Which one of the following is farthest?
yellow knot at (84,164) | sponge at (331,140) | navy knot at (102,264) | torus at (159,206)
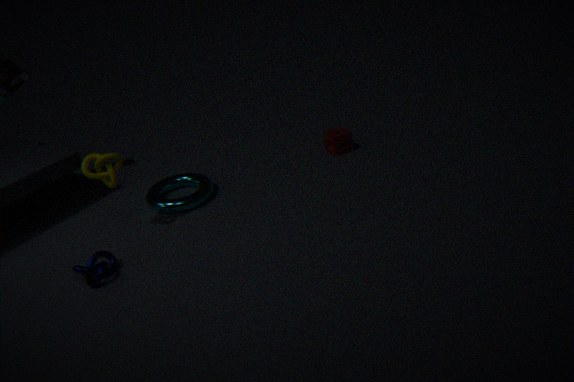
sponge at (331,140)
